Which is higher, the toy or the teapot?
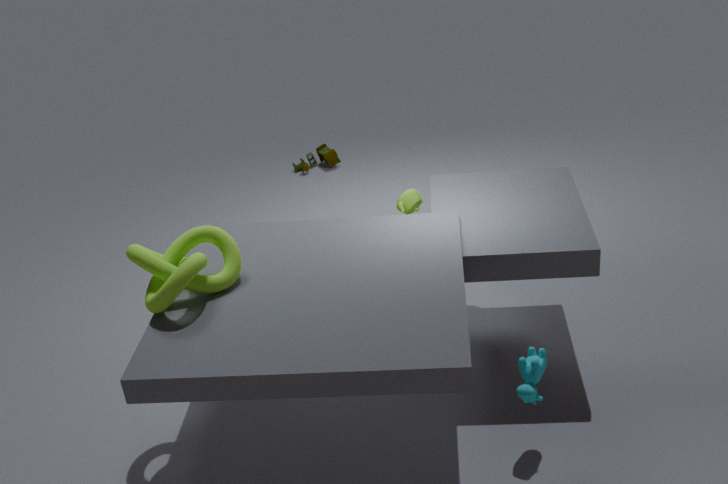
the teapot
